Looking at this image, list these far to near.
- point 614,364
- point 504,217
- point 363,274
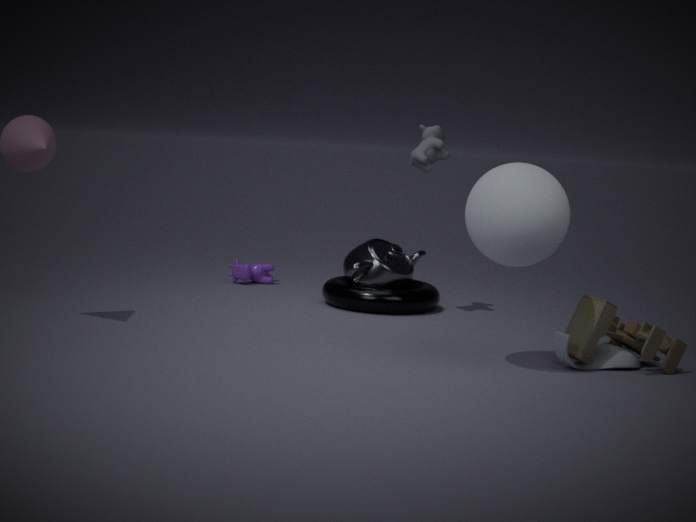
point 363,274, point 614,364, point 504,217
